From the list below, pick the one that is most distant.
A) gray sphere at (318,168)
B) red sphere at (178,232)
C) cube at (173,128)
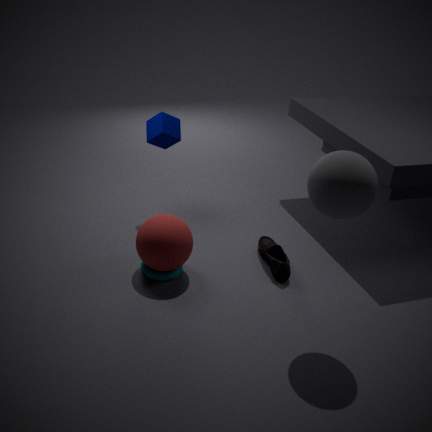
cube at (173,128)
